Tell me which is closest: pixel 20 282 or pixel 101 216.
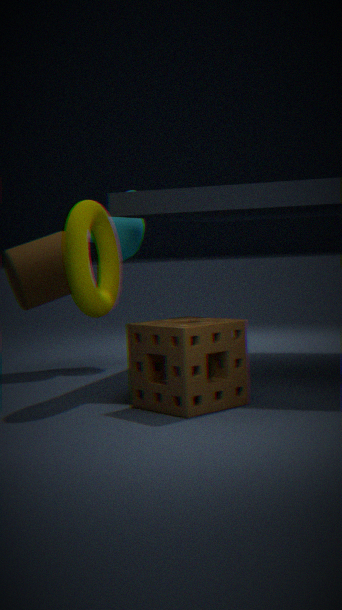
pixel 101 216
